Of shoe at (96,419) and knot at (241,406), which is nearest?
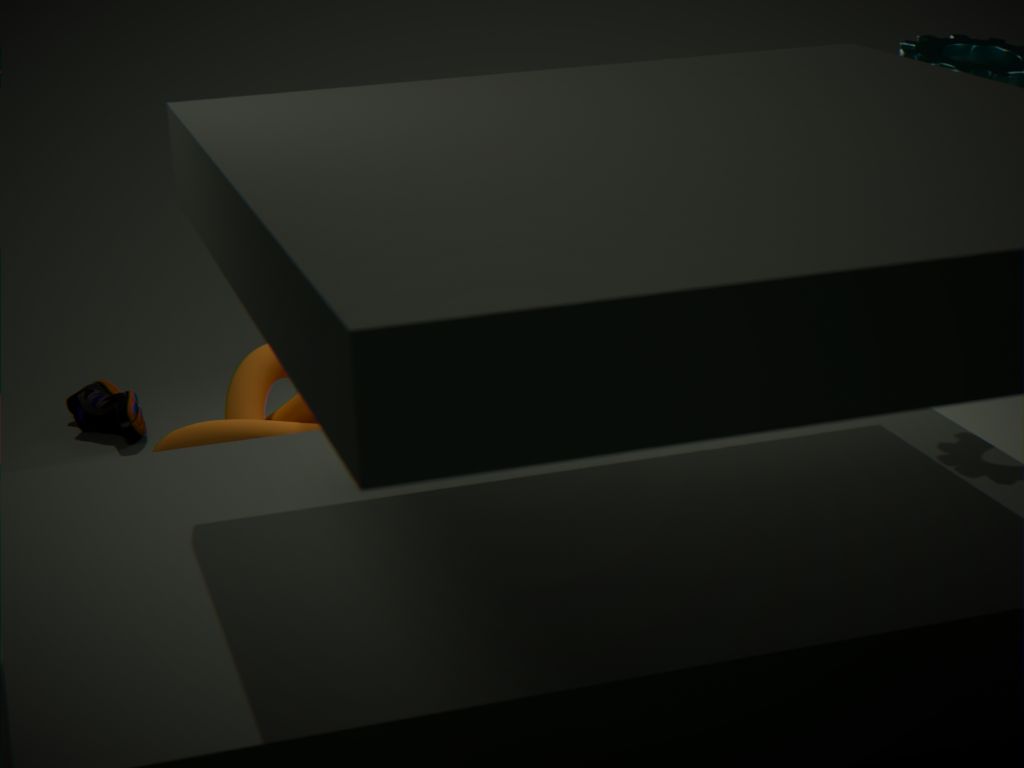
knot at (241,406)
